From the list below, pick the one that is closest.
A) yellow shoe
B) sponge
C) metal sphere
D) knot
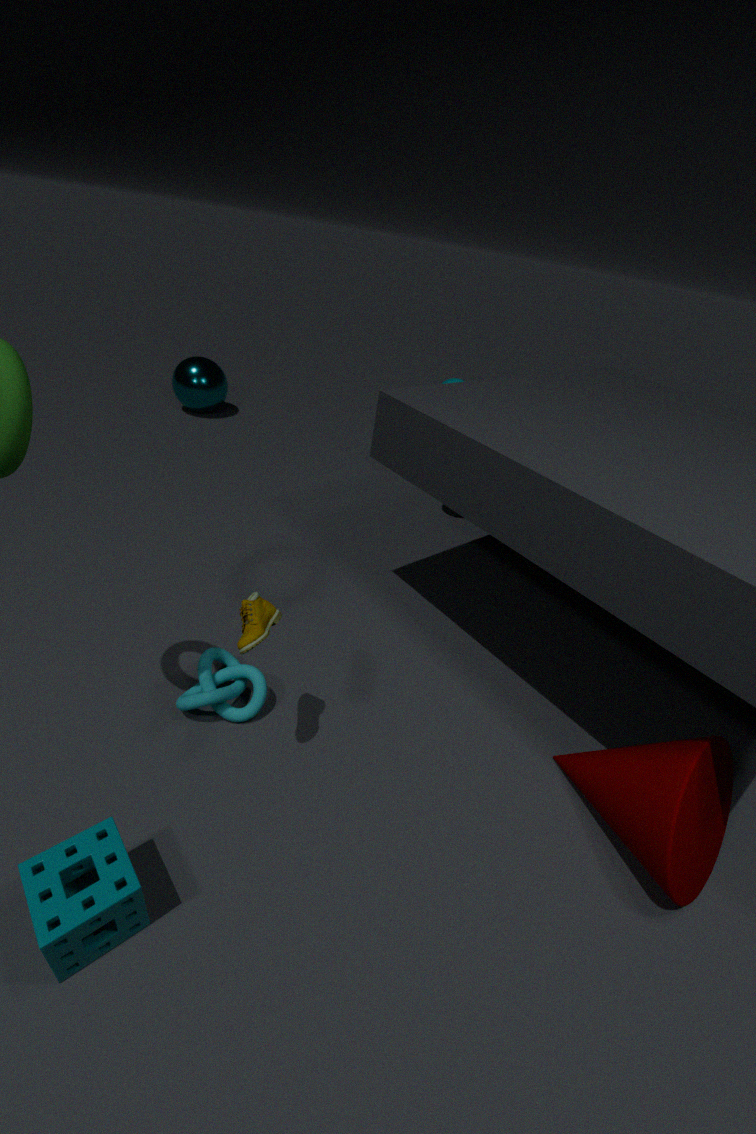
sponge
